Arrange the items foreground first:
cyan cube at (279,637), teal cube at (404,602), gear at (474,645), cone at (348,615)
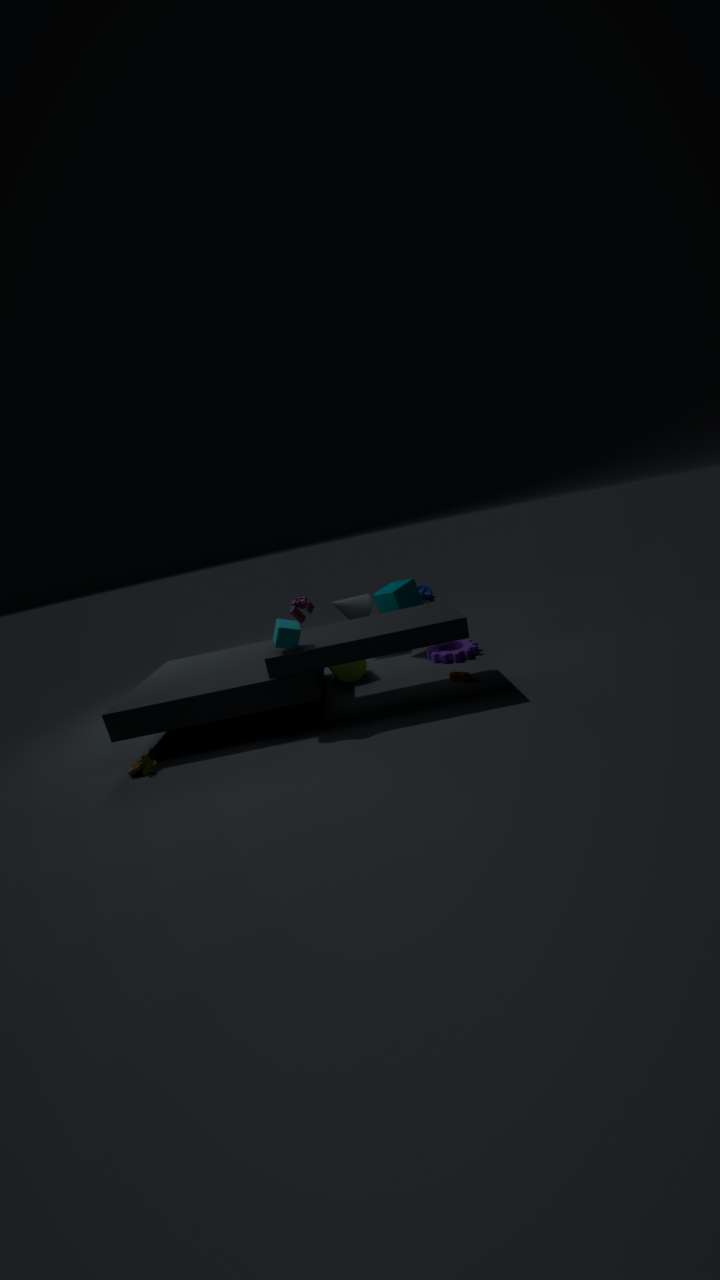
cyan cube at (279,637) < gear at (474,645) < teal cube at (404,602) < cone at (348,615)
